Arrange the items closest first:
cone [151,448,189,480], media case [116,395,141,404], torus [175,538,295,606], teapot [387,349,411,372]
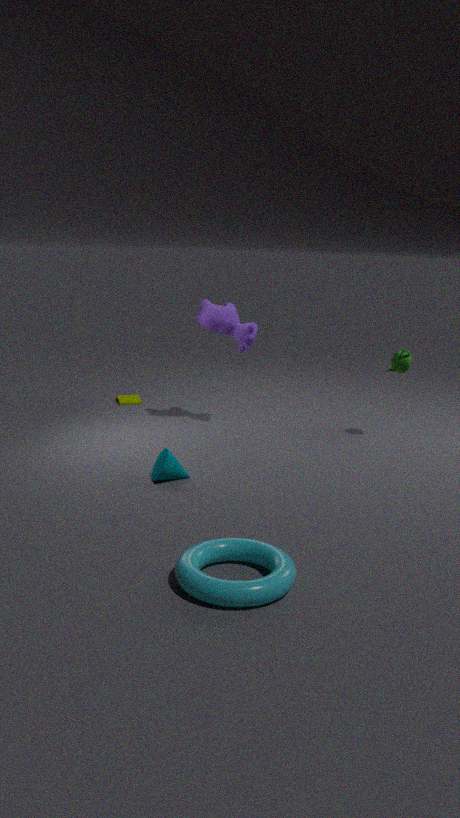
1. torus [175,538,295,606]
2. cone [151,448,189,480]
3. teapot [387,349,411,372]
4. media case [116,395,141,404]
